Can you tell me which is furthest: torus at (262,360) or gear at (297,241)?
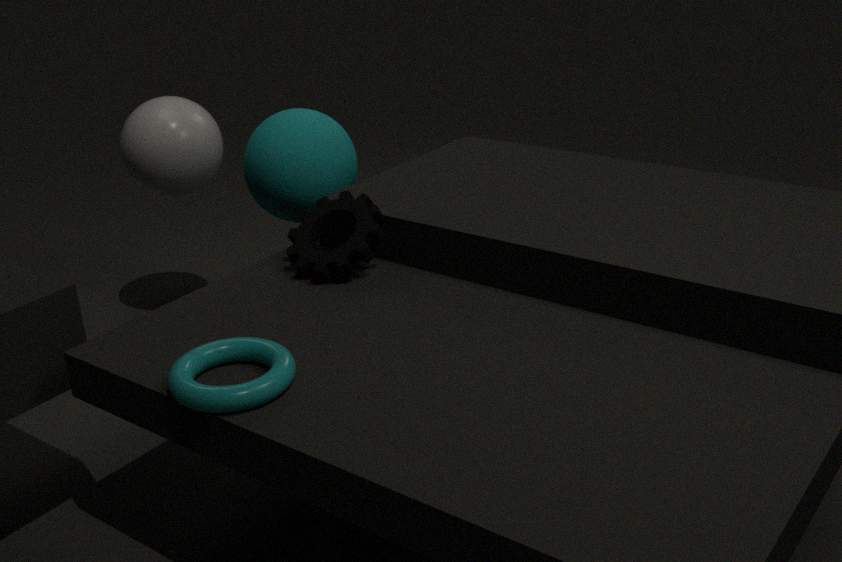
gear at (297,241)
